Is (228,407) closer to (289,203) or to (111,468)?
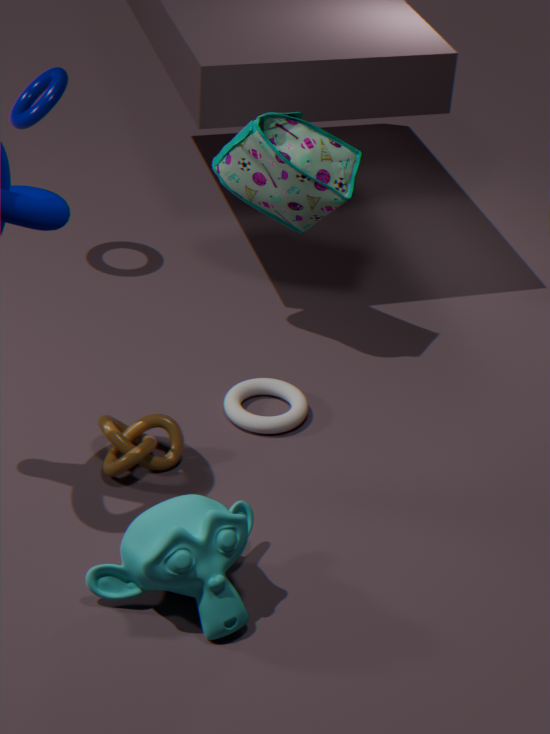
(111,468)
